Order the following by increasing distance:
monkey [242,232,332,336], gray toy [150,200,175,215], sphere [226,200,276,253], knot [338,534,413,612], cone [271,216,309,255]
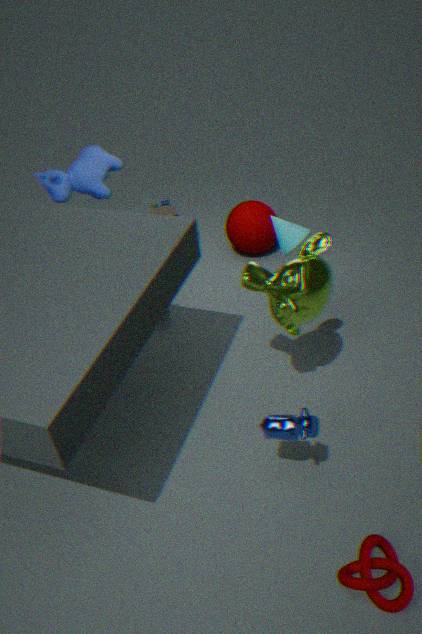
knot [338,534,413,612], monkey [242,232,332,336], cone [271,216,309,255], sphere [226,200,276,253], gray toy [150,200,175,215]
